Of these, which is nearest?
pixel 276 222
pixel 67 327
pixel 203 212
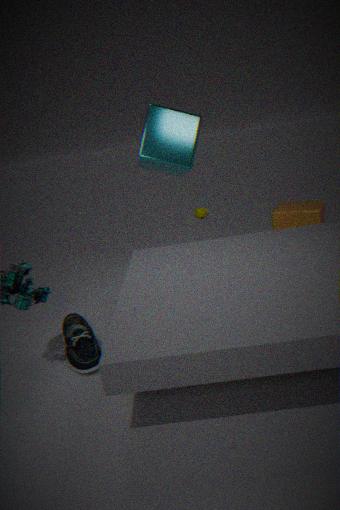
pixel 67 327
